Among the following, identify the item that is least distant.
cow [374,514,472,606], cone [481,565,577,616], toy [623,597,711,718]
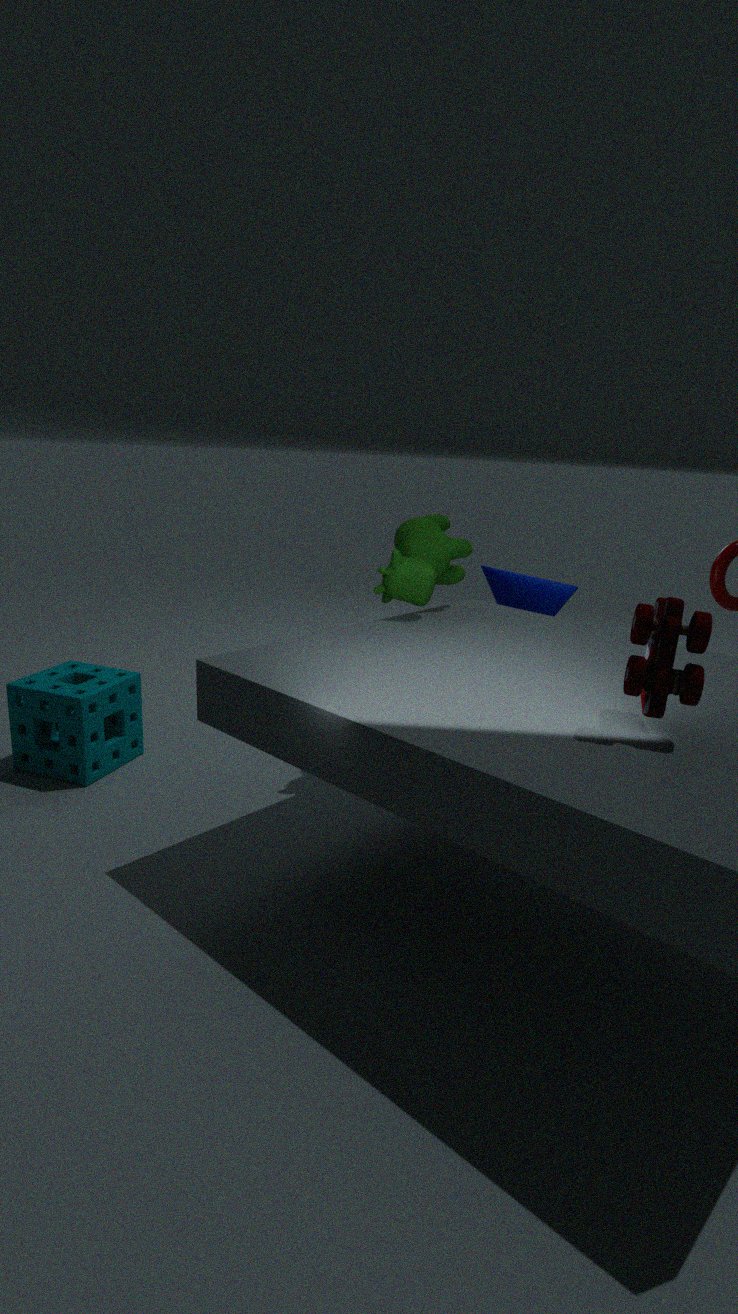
toy [623,597,711,718]
